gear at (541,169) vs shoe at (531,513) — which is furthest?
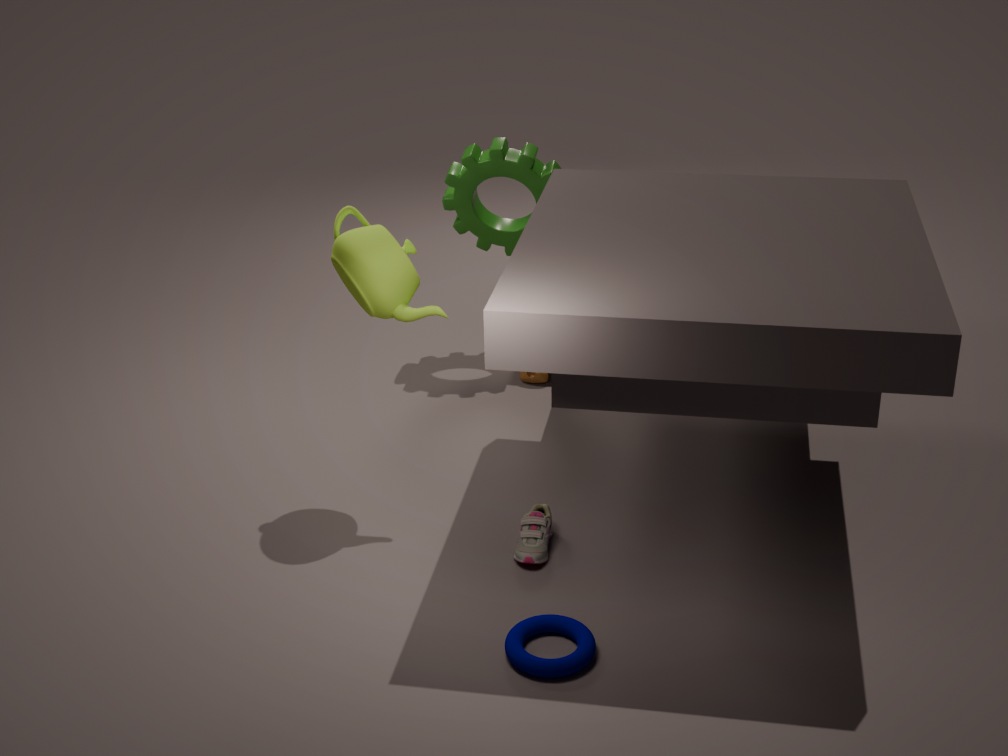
gear at (541,169)
